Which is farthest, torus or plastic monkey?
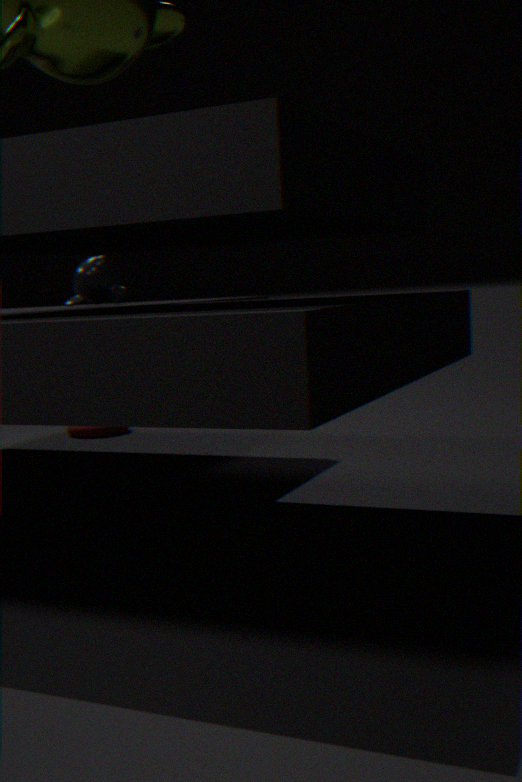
torus
